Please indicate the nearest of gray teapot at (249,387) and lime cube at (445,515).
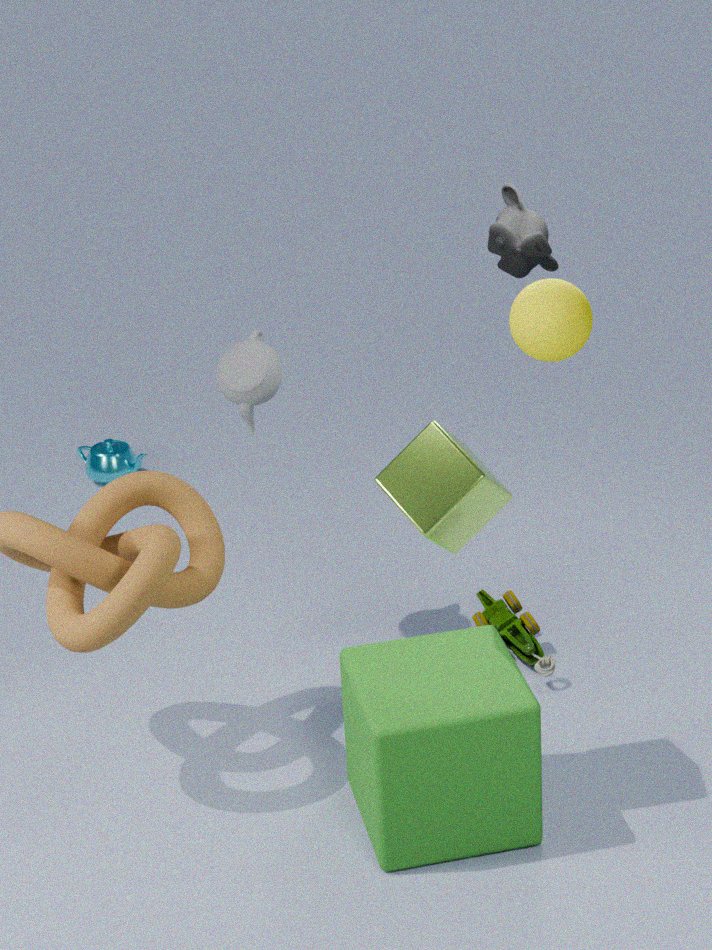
lime cube at (445,515)
